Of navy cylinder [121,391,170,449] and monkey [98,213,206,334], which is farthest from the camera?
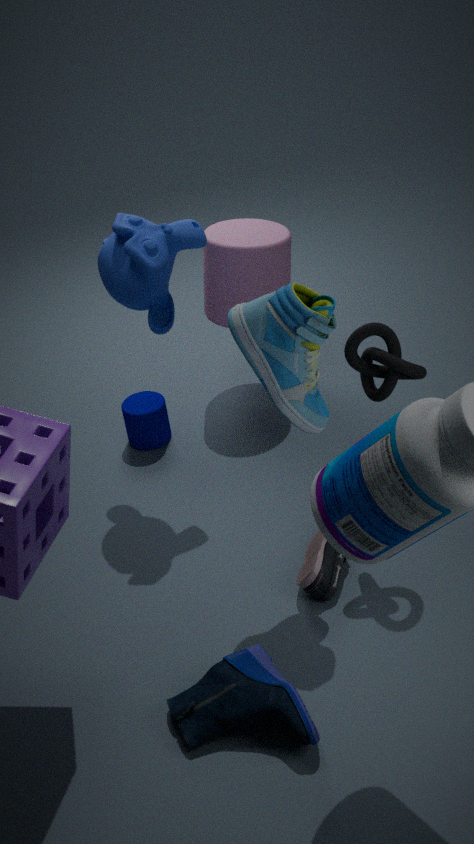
navy cylinder [121,391,170,449]
